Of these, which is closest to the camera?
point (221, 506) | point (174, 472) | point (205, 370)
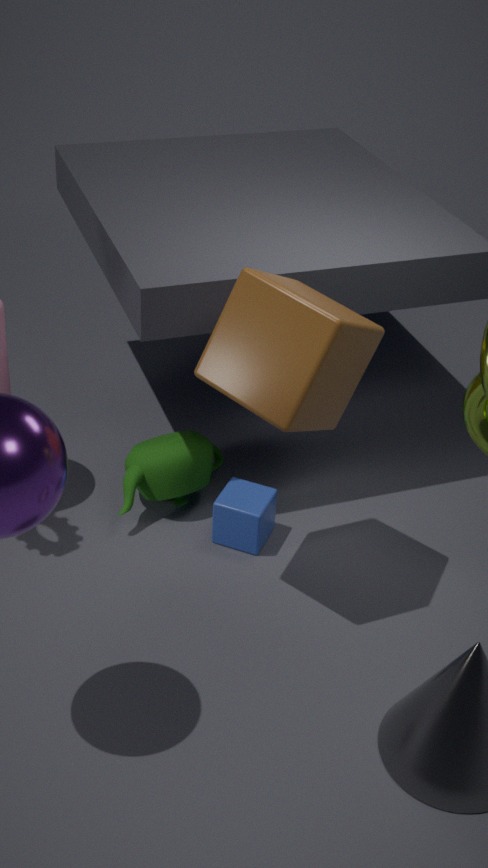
point (205, 370)
